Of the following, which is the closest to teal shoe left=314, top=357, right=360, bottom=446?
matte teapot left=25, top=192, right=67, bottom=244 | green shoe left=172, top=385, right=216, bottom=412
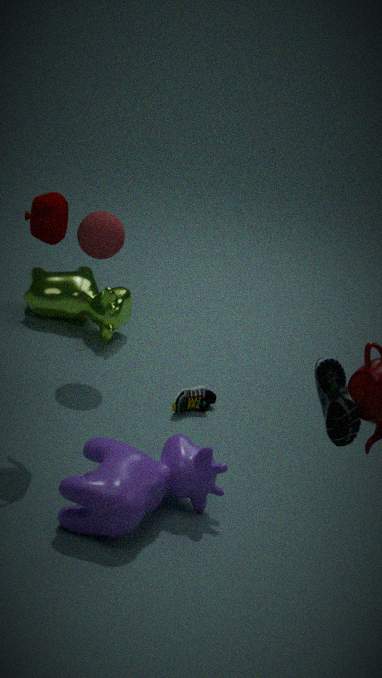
matte teapot left=25, top=192, right=67, bottom=244
